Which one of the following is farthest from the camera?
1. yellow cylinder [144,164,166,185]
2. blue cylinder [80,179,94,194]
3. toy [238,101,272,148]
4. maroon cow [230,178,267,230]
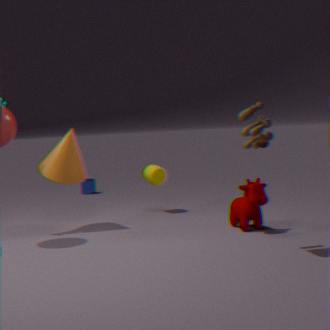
blue cylinder [80,179,94,194]
